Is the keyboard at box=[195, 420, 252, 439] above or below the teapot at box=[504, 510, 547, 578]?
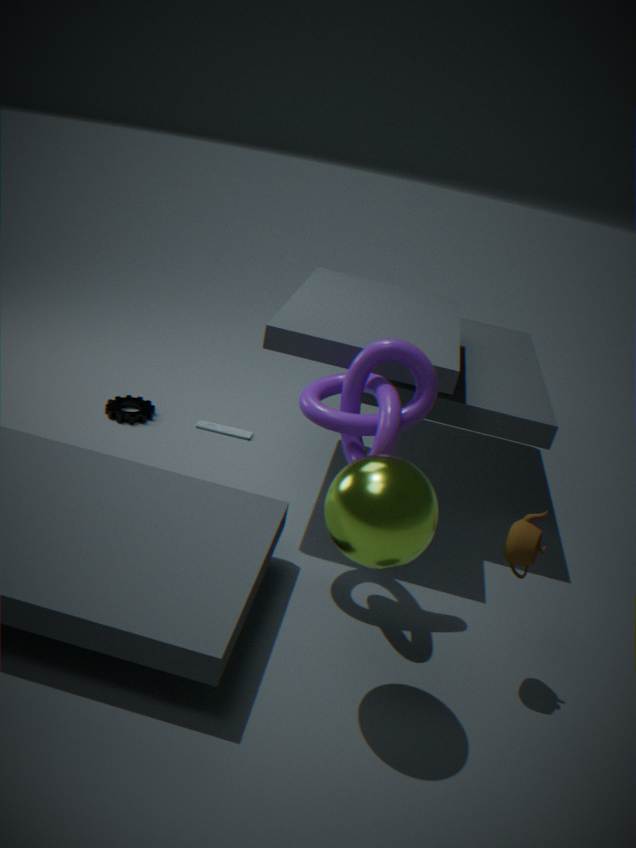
below
